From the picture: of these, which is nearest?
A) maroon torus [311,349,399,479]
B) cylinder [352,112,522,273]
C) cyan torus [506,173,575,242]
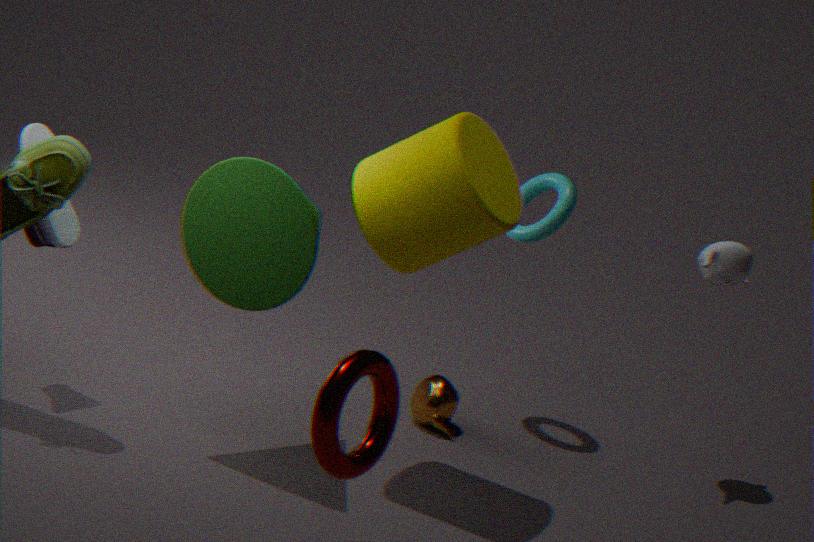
maroon torus [311,349,399,479]
